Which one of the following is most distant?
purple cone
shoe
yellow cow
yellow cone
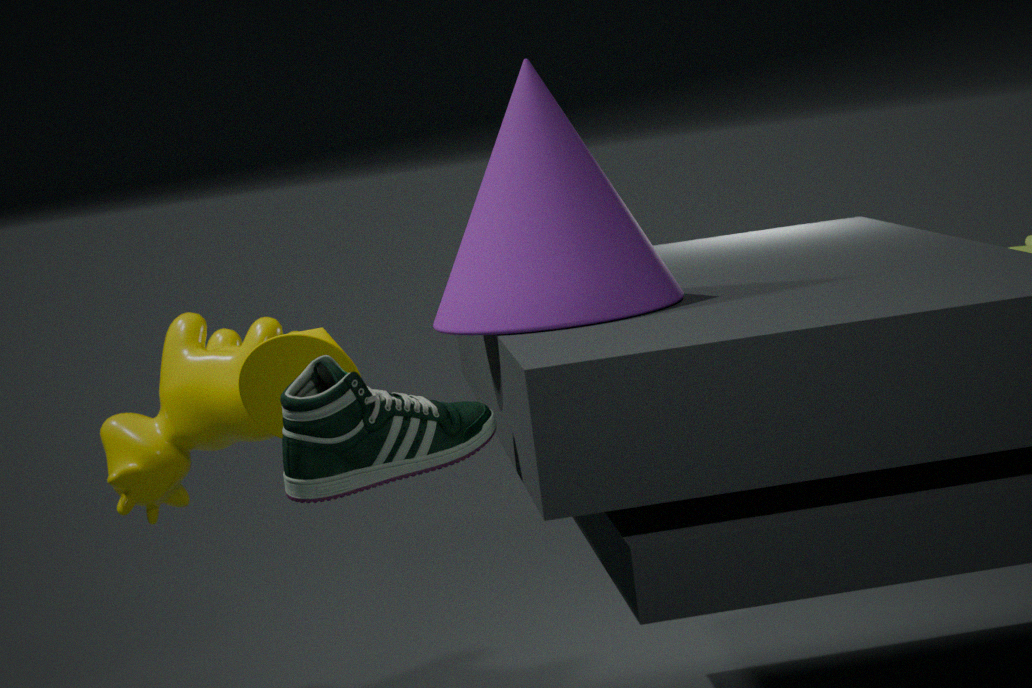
yellow cow
